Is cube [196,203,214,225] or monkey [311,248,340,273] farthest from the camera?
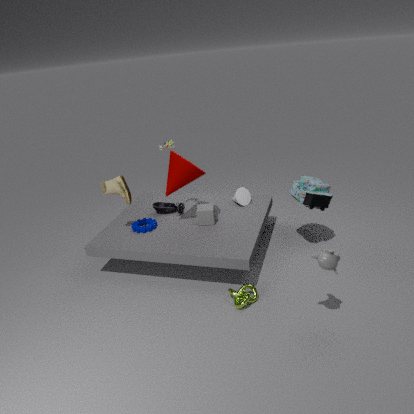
cube [196,203,214,225]
